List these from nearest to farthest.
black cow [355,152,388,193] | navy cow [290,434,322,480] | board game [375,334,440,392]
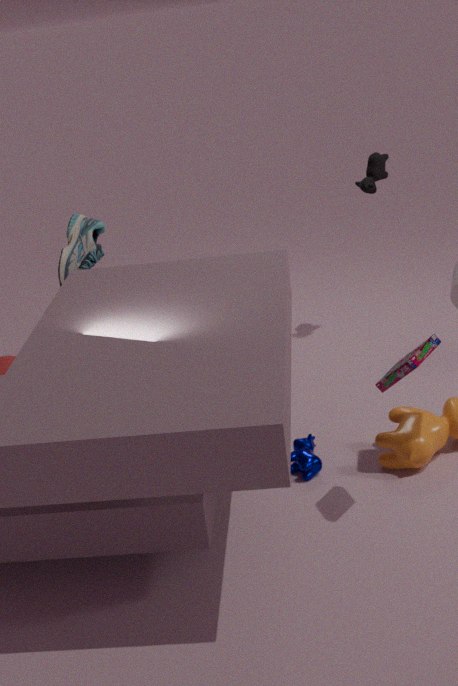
board game [375,334,440,392] → navy cow [290,434,322,480] → black cow [355,152,388,193]
